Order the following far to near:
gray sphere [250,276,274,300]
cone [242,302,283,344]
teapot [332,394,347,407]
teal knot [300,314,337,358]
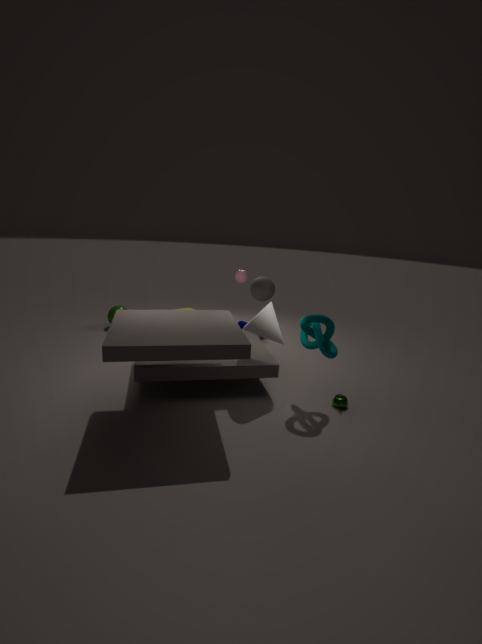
gray sphere [250,276,274,300]
teapot [332,394,347,407]
cone [242,302,283,344]
teal knot [300,314,337,358]
